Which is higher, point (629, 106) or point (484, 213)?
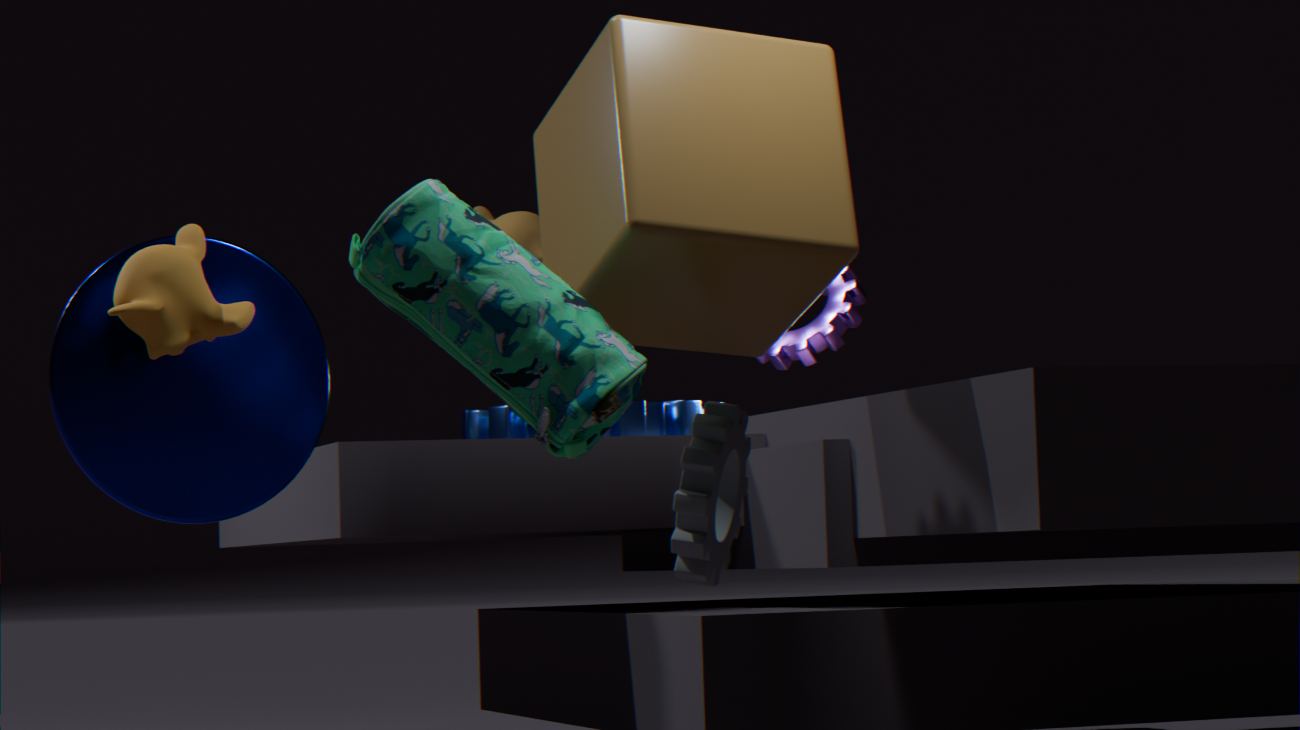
point (484, 213)
